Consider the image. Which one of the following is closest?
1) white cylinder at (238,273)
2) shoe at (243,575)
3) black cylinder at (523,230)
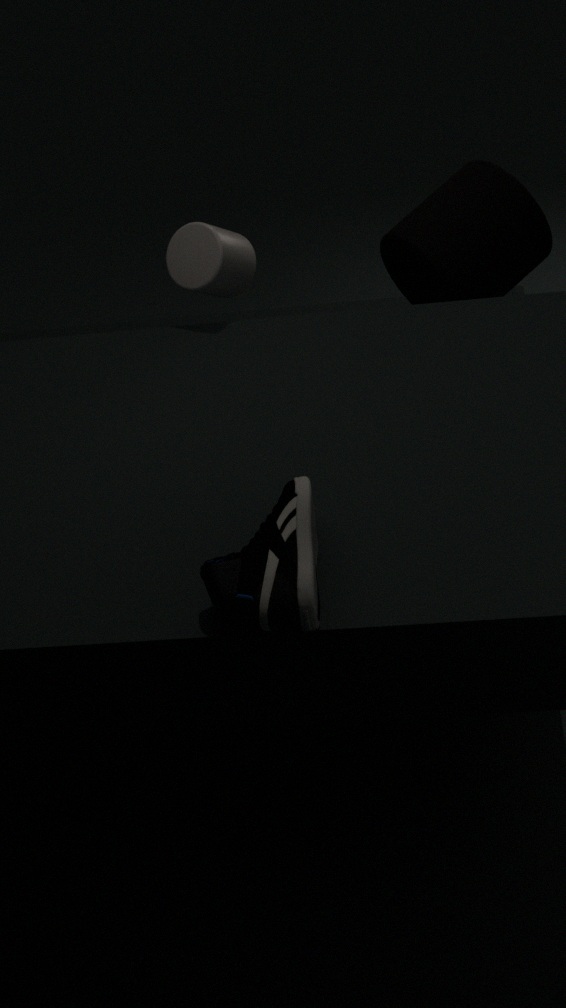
2. shoe at (243,575)
